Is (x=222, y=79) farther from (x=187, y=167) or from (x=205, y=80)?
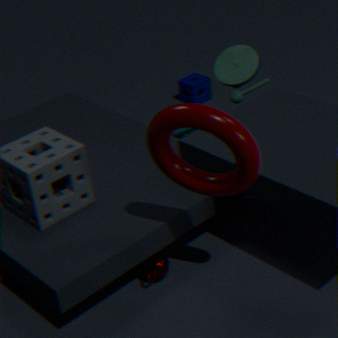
(x=187, y=167)
